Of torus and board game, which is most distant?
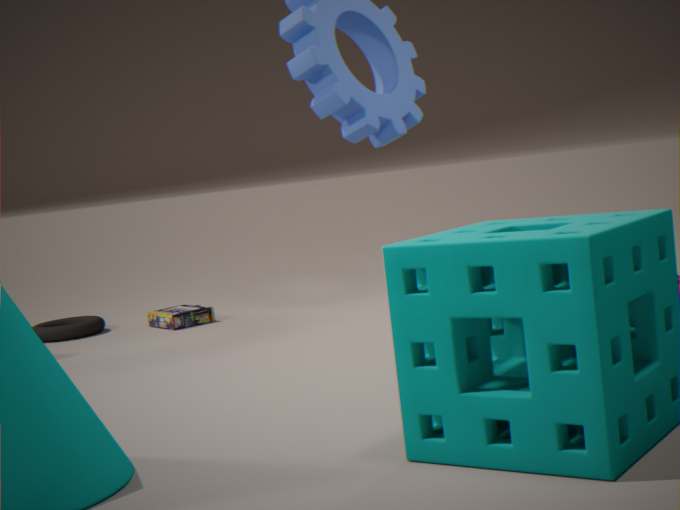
torus
